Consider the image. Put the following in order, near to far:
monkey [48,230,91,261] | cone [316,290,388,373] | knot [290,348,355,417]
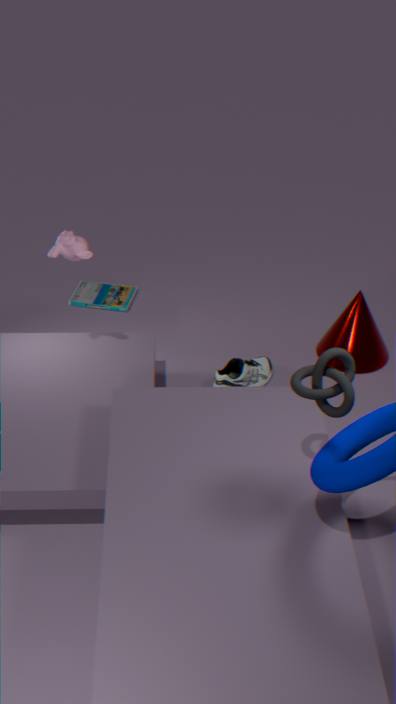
1. knot [290,348,355,417]
2. monkey [48,230,91,261]
3. cone [316,290,388,373]
